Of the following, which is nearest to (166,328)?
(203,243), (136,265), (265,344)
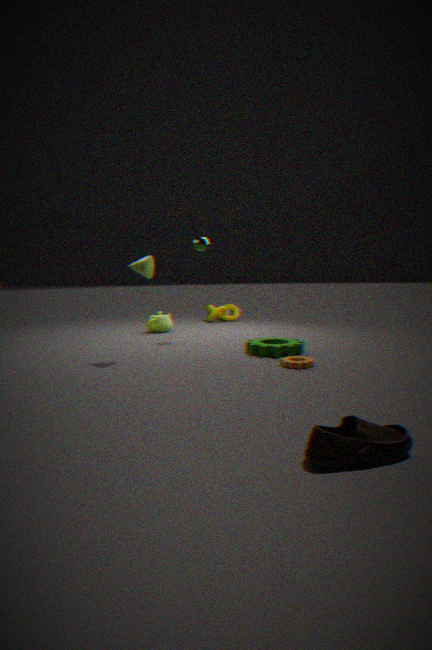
(203,243)
